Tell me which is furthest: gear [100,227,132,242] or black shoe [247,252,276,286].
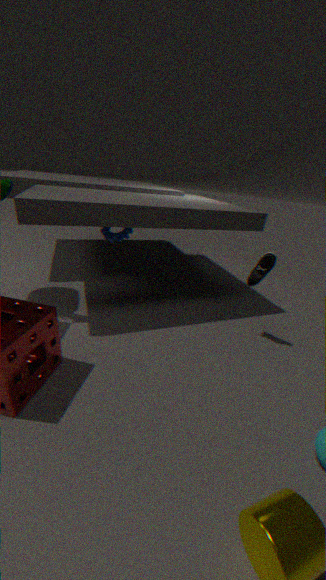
gear [100,227,132,242]
